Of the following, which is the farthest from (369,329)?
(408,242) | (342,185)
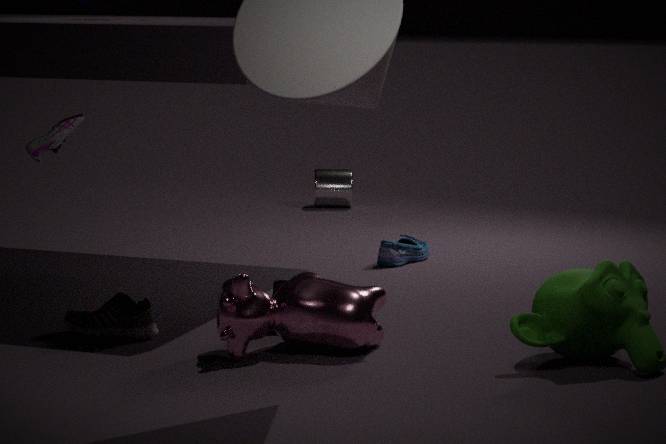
(342,185)
